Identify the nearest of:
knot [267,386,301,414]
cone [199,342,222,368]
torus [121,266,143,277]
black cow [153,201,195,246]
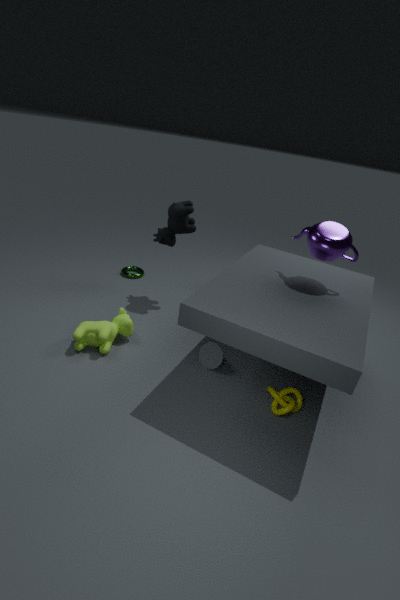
knot [267,386,301,414]
